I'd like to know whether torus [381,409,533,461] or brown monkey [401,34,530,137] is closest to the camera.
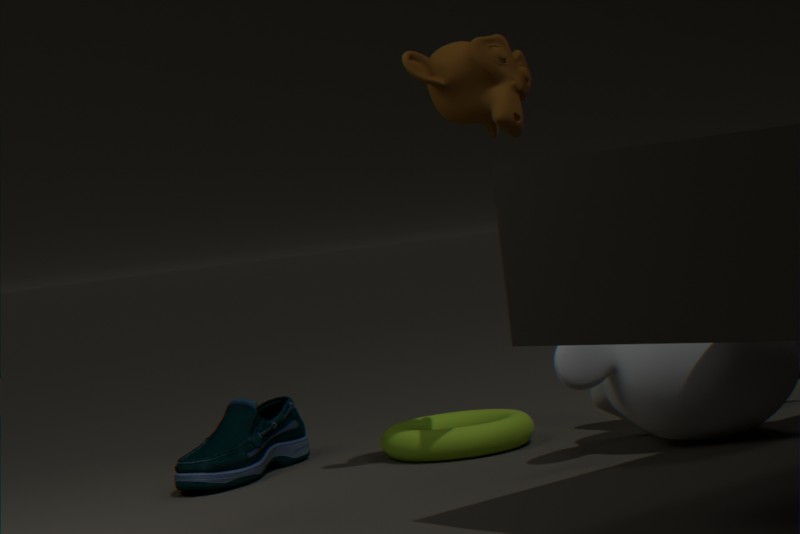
brown monkey [401,34,530,137]
